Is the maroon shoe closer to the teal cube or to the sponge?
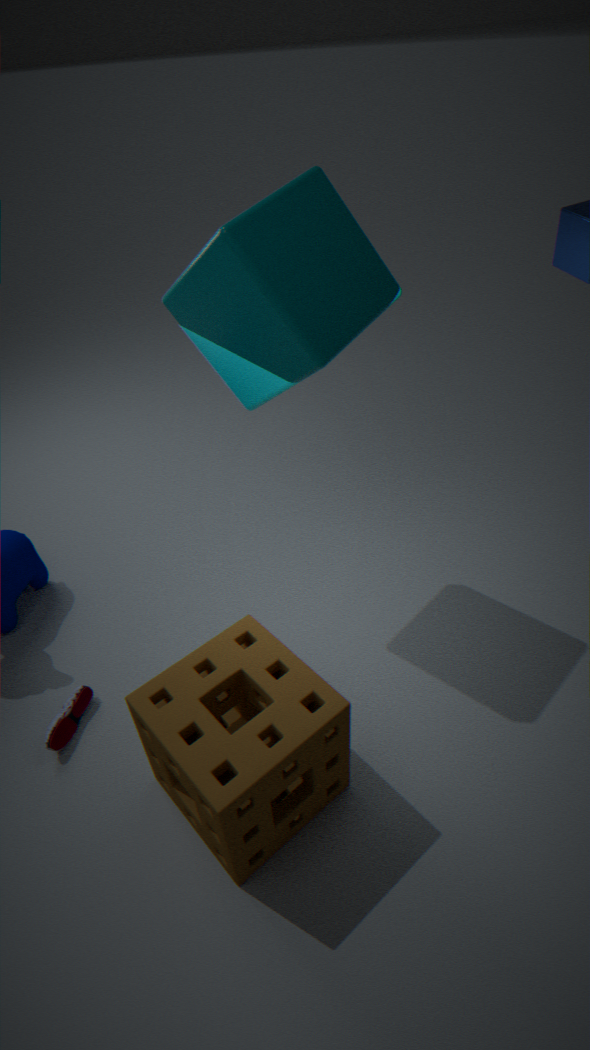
the sponge
